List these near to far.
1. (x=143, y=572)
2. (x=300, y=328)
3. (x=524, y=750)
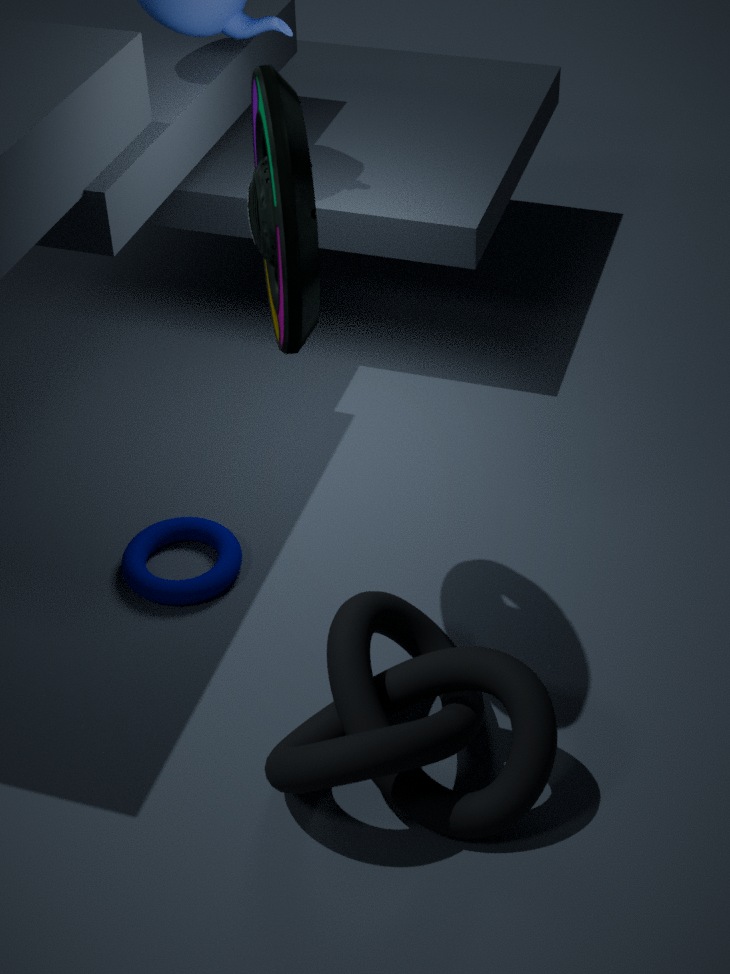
(x=300, y=328) → (x=524, y=750) → (x=143, y=572)
